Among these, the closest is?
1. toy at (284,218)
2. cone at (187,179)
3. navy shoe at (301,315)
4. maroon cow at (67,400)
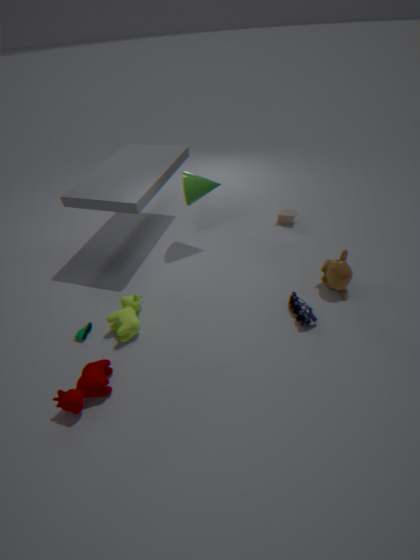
maroon cow at (67,400)
